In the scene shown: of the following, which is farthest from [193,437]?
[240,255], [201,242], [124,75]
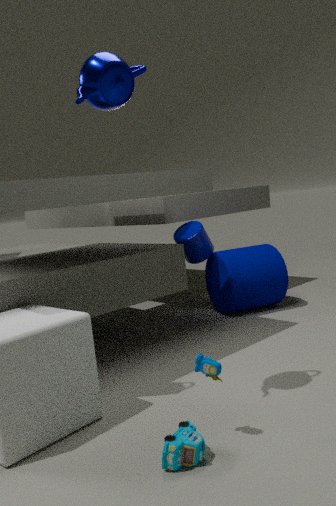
[240,255]
